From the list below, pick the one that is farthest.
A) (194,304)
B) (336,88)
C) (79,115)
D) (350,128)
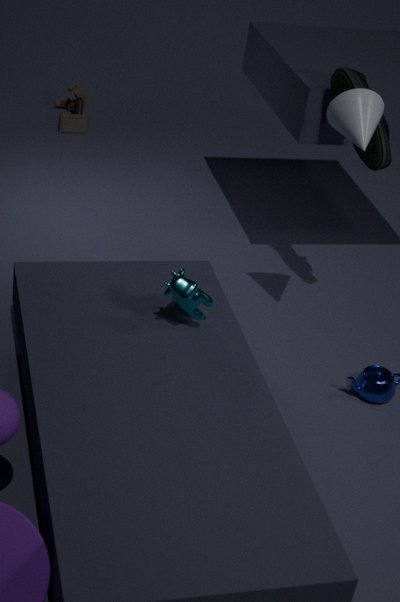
(79,115)
